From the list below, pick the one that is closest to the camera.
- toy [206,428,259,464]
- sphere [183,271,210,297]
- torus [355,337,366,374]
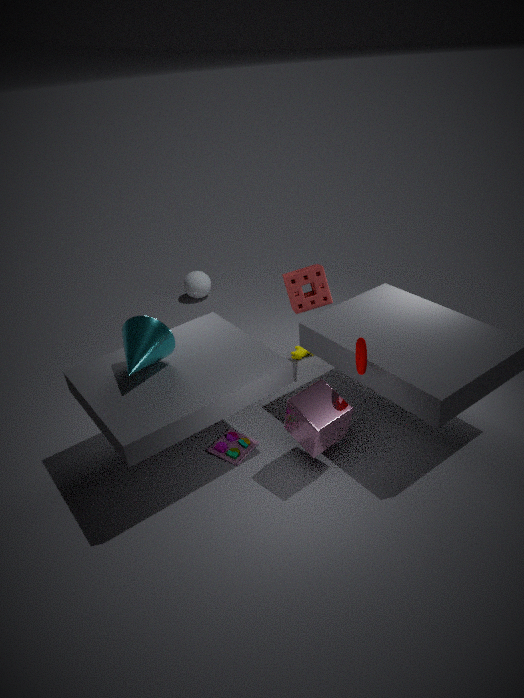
torus [355,337,366,374]
